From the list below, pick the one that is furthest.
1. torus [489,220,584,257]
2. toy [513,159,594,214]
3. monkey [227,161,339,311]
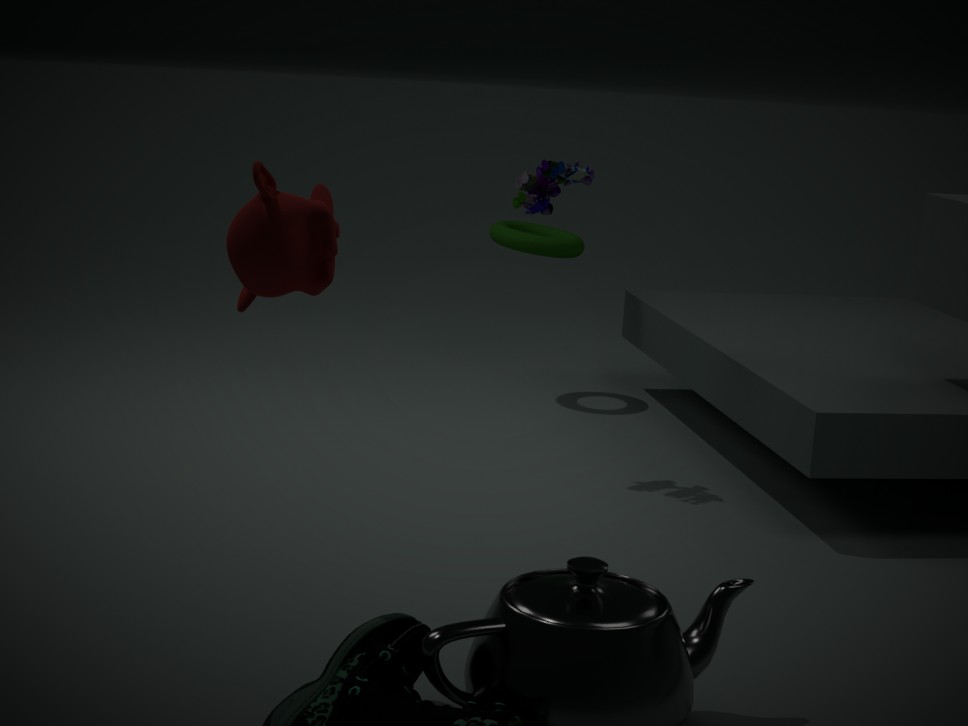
torus [489,220,584,257]
